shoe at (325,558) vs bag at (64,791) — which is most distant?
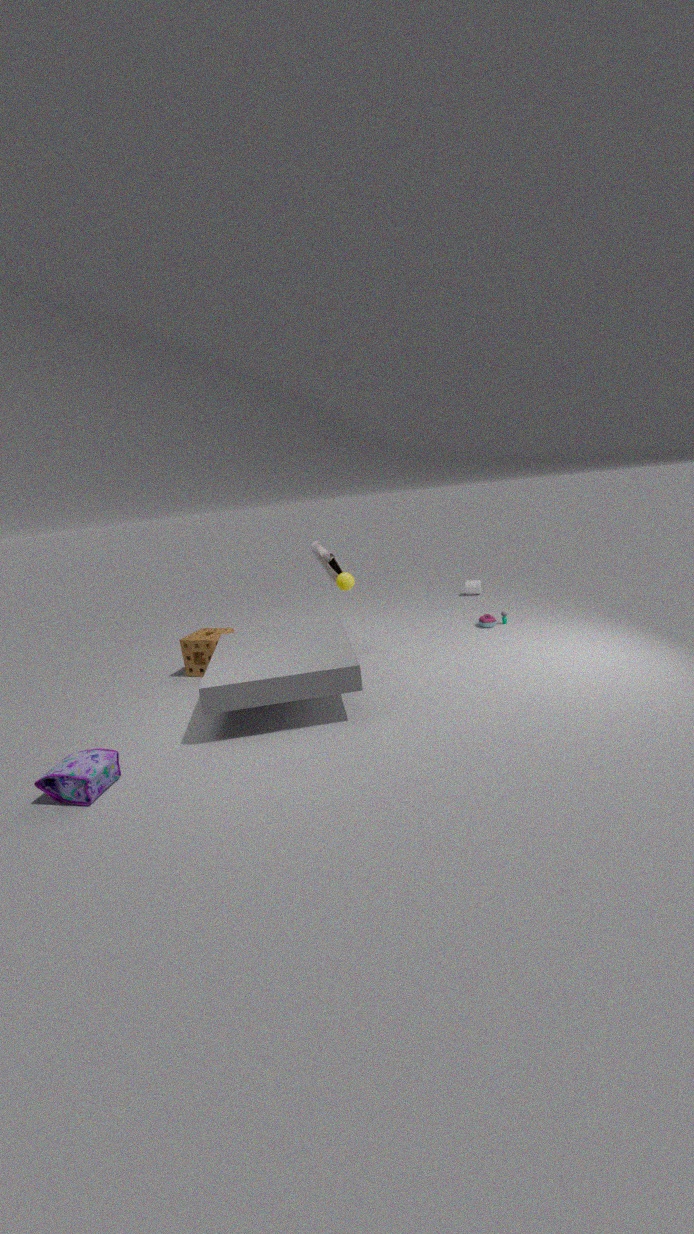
shoe at (325,558)
